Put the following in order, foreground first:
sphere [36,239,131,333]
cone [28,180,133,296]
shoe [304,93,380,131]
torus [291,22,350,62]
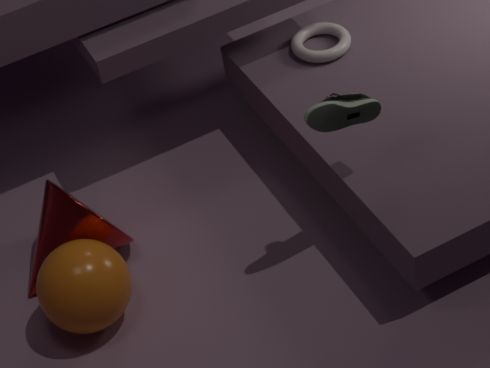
1. shoe [304,93,380,131]
2. sphere [36,239,131,333]
3. cone [28,180,133,296]
4. torus [291,22,350,62]
